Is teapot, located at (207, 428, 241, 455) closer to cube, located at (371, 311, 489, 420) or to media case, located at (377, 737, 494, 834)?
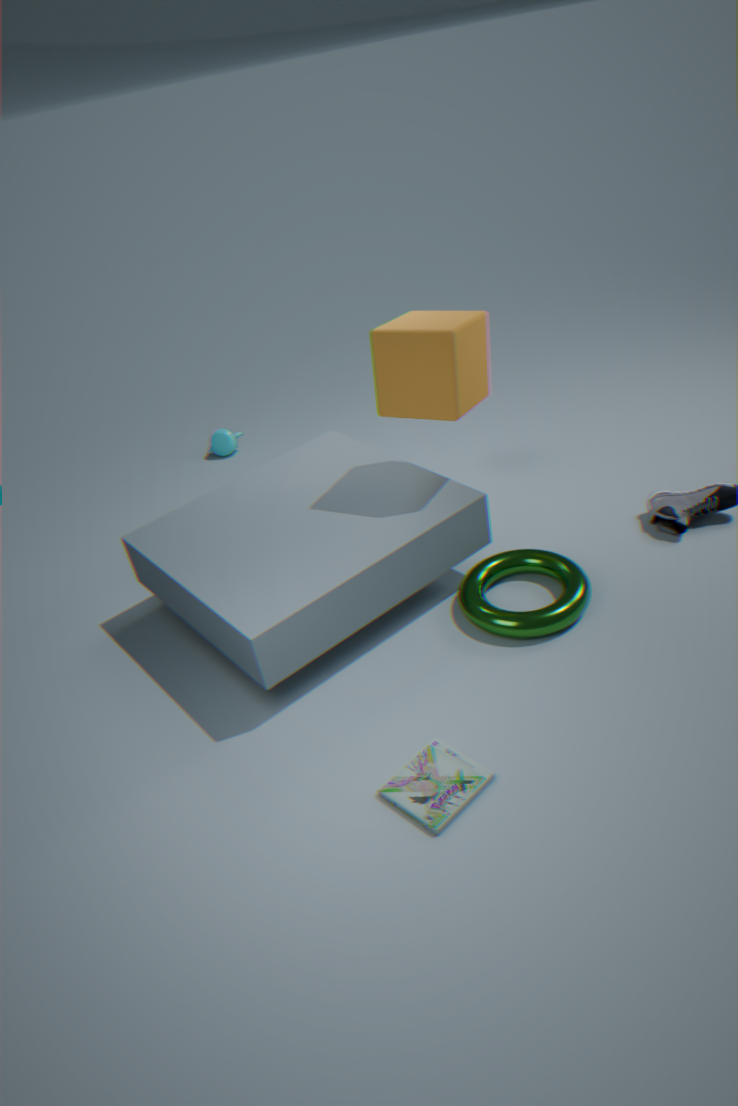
cube, located at (371, 311, 489, 420)
